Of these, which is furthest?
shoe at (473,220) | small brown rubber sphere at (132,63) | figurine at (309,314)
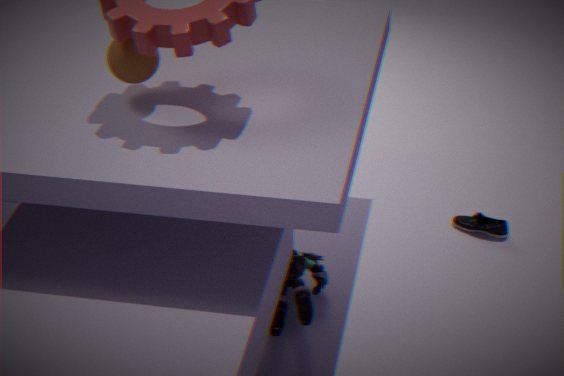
shoe at (473,220)
